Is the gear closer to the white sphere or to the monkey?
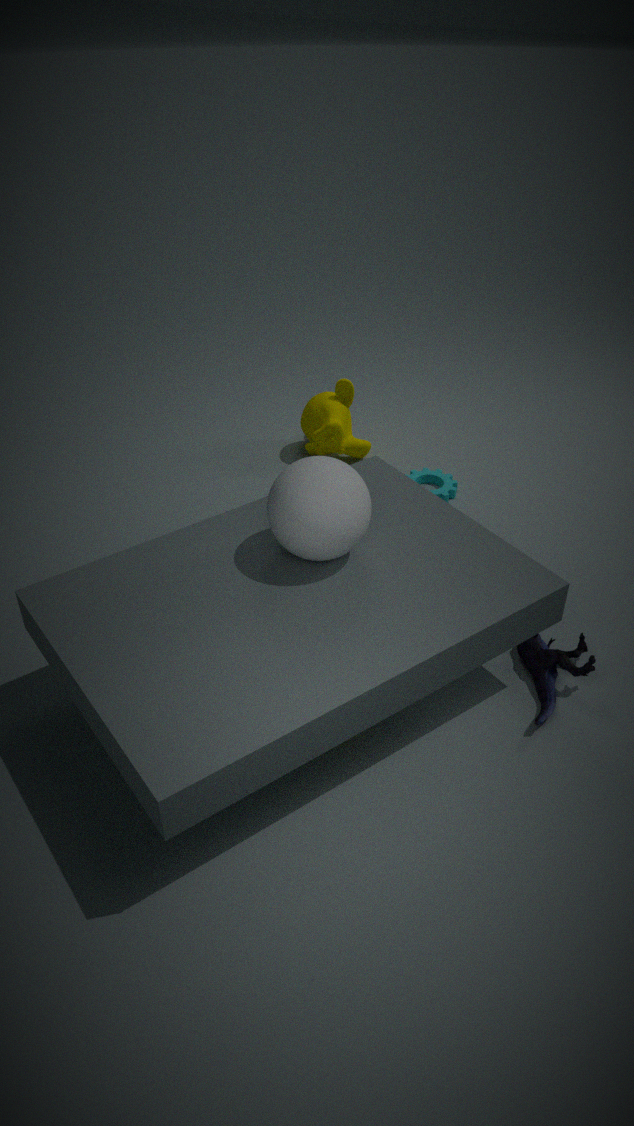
the monkey
